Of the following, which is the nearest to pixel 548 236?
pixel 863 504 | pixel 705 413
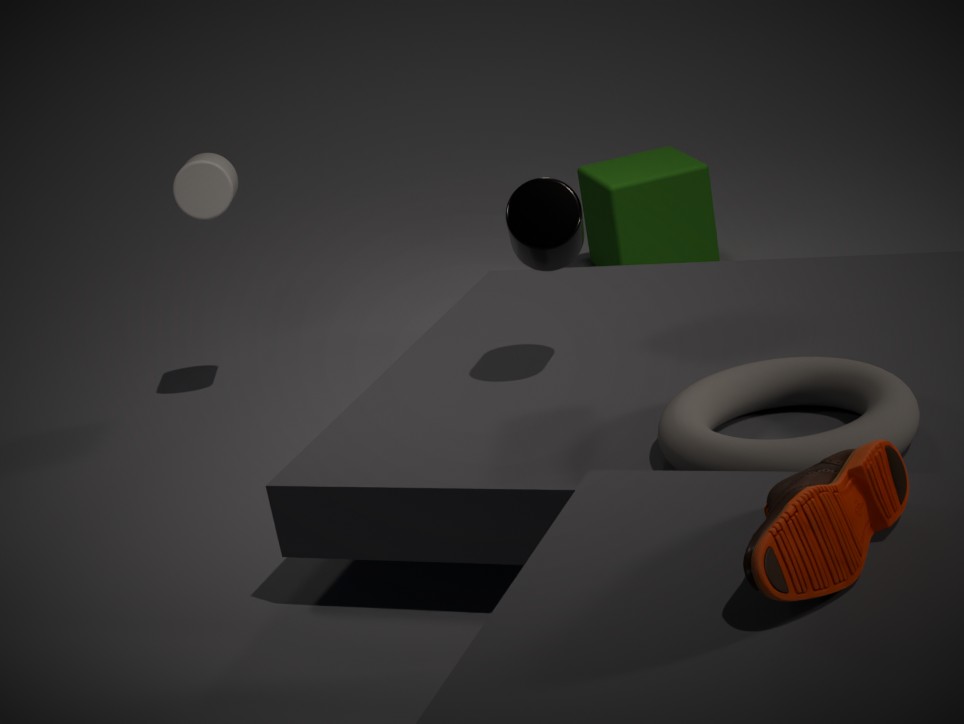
pixel 705 413
